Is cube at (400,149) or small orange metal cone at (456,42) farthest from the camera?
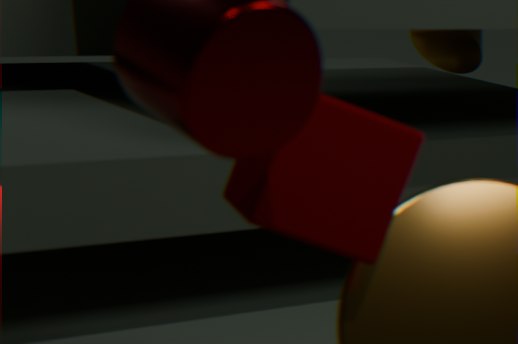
small orange metal cone at (456,42)
